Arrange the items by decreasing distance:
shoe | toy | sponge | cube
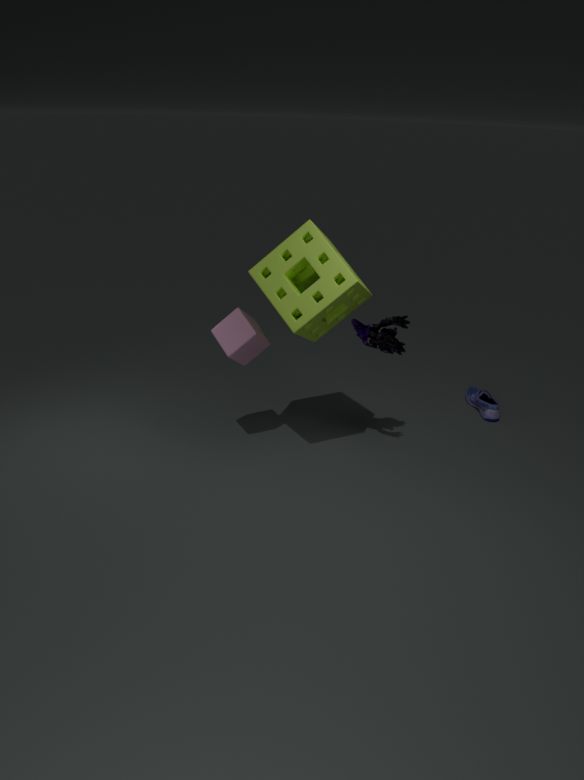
shoe
cube
toy
sponge
